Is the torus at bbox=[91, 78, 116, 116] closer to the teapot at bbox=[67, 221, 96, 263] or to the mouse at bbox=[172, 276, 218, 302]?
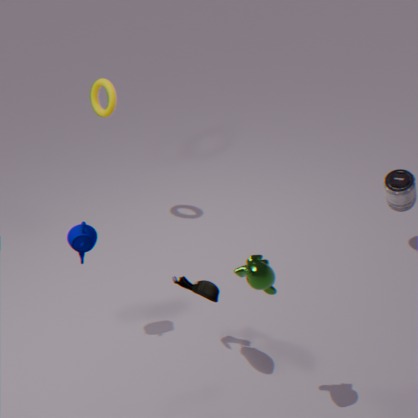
the teapot at bbox=[67, 221, 96, 263]
